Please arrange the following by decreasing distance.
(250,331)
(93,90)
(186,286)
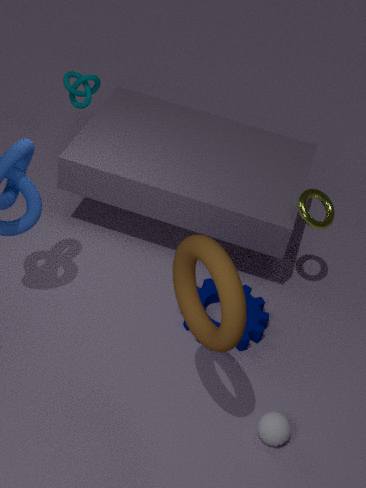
(93,90) → (250,331) → (186,286)
